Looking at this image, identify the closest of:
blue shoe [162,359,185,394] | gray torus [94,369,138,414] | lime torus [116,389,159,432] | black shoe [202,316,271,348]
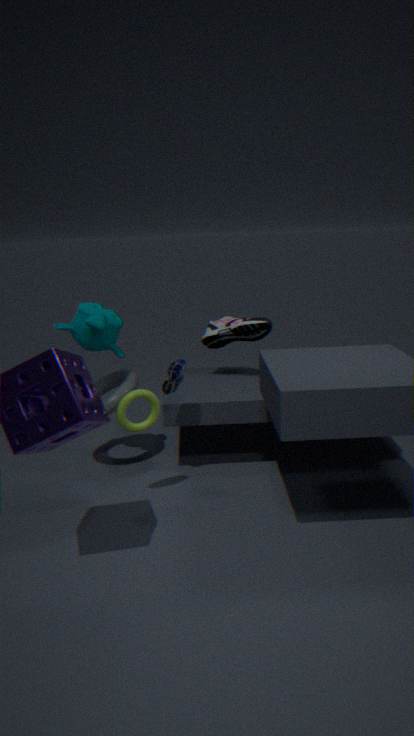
lime torus [116,389,159,432]
